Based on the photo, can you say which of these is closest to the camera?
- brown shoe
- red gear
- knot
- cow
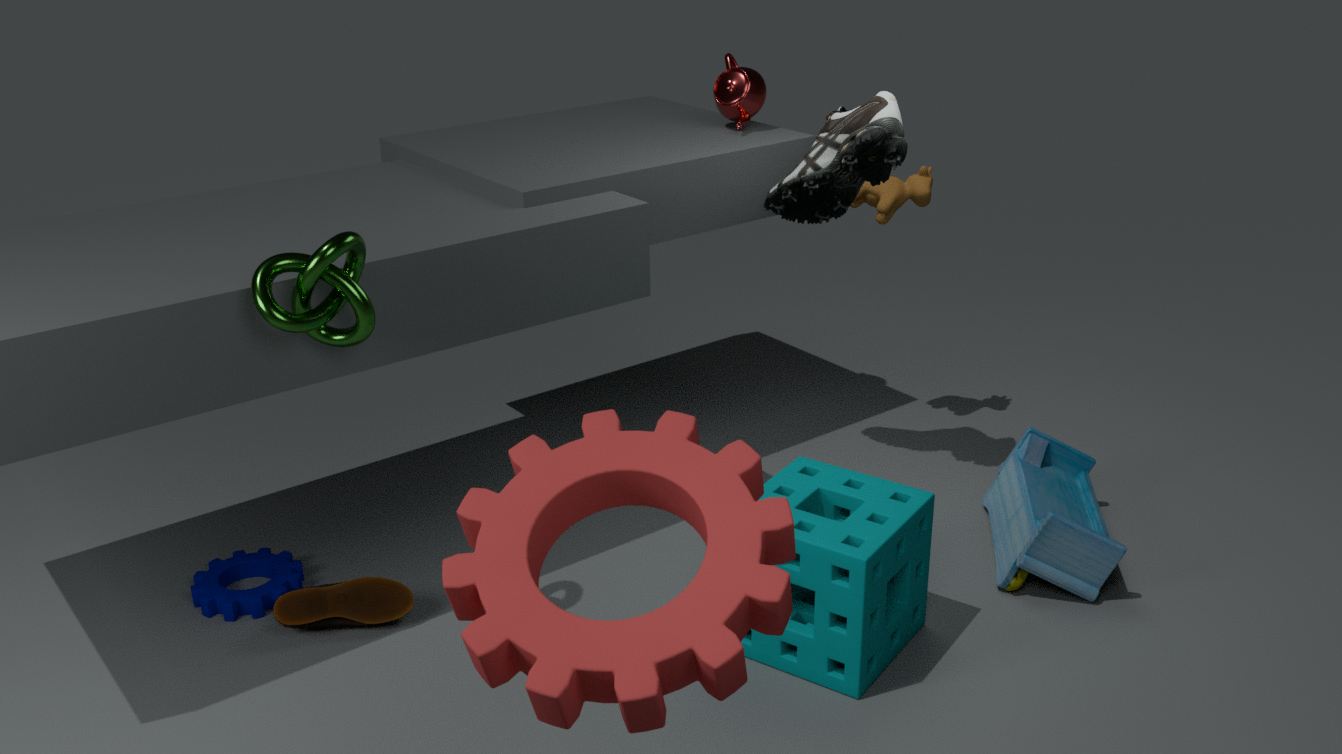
red gear
